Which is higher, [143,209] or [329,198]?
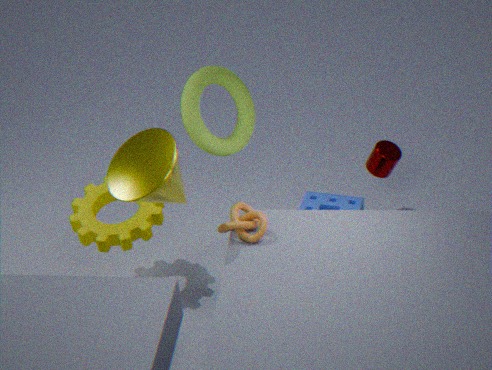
[143,209]
